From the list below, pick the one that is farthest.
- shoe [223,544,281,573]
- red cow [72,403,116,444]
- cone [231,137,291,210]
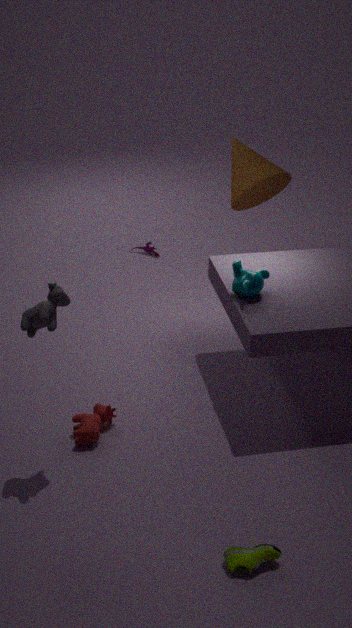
cone [231,137,291,210]
